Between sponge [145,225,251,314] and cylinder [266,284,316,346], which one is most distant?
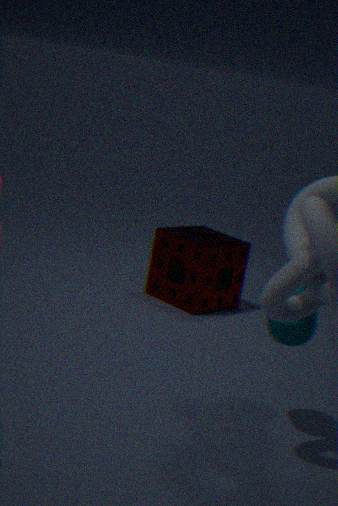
sponge [145,225,251,314]
